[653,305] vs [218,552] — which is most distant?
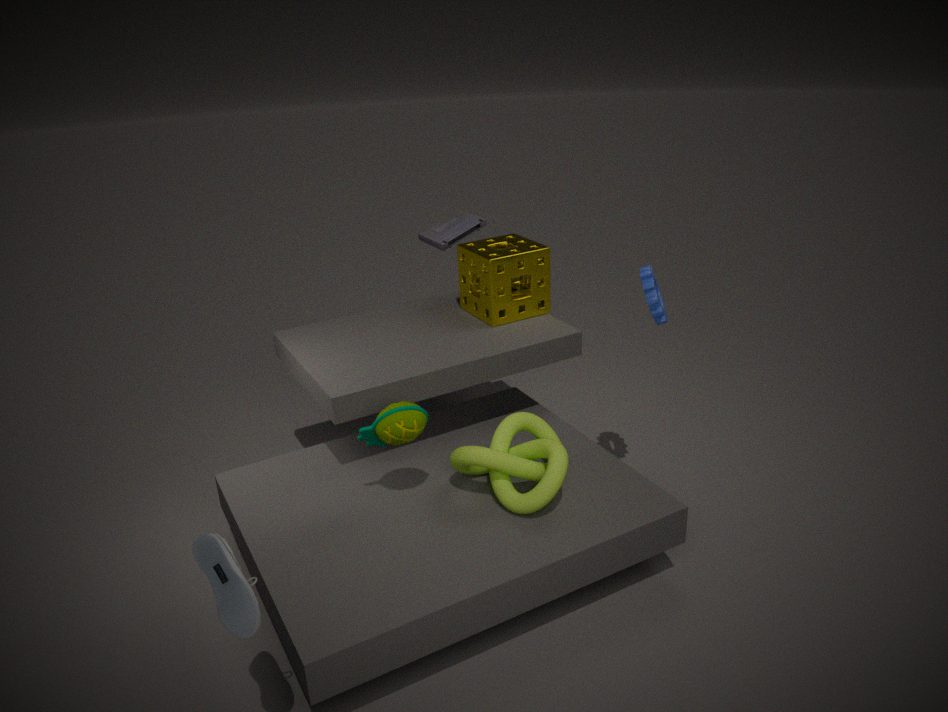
[653,305]
